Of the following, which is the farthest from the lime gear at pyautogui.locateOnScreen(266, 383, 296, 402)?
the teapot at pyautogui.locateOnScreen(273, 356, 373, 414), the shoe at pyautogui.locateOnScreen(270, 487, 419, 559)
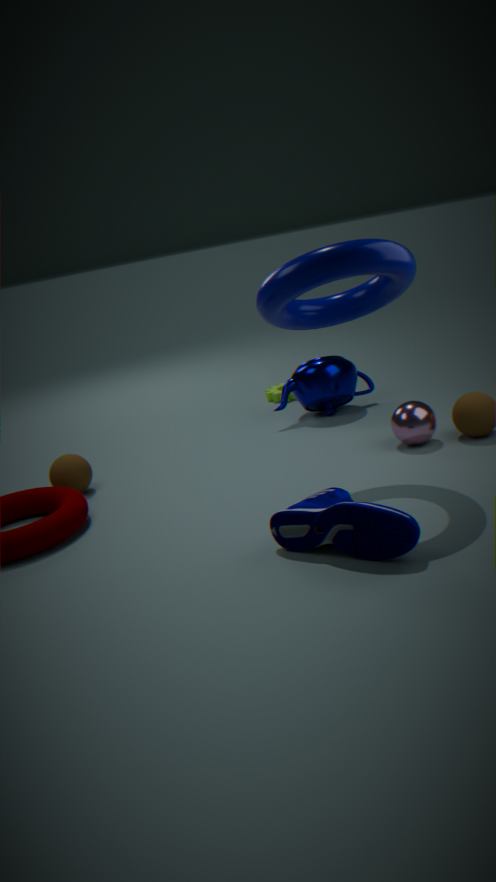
the shoe at pyautogui.locateOnScreen(270, 487, 419, 559)
